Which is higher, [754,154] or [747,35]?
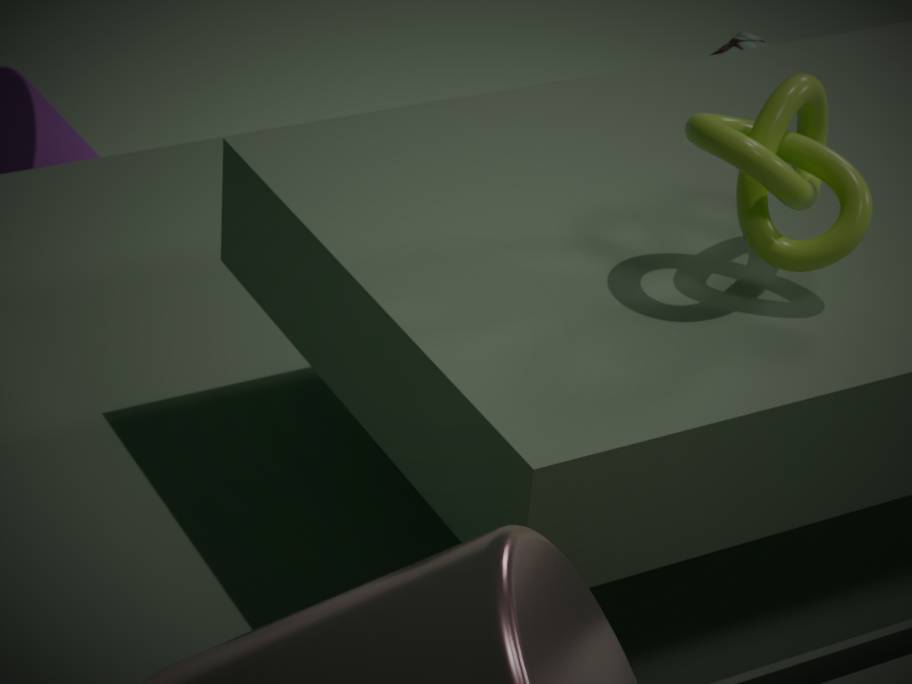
[754,154]
